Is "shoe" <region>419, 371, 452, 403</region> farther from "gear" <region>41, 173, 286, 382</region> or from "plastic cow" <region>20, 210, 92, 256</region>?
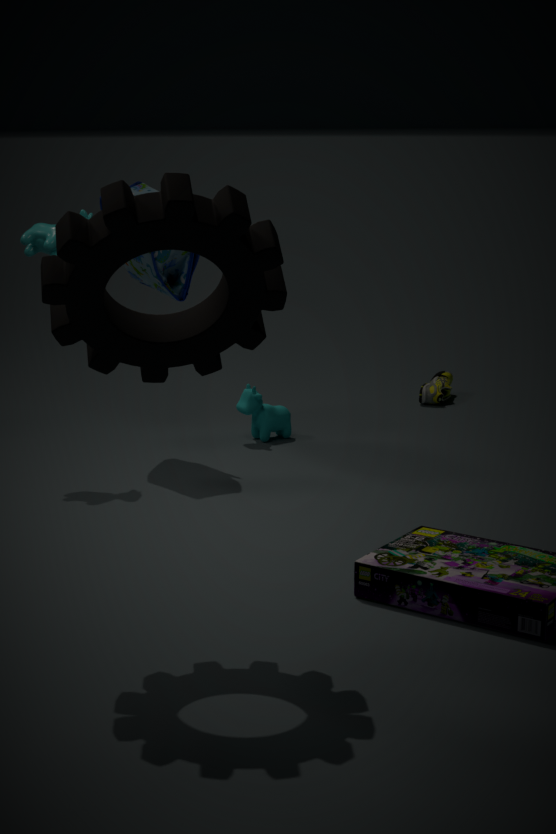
"gear" <region>41, 173, 286, 382</region>
